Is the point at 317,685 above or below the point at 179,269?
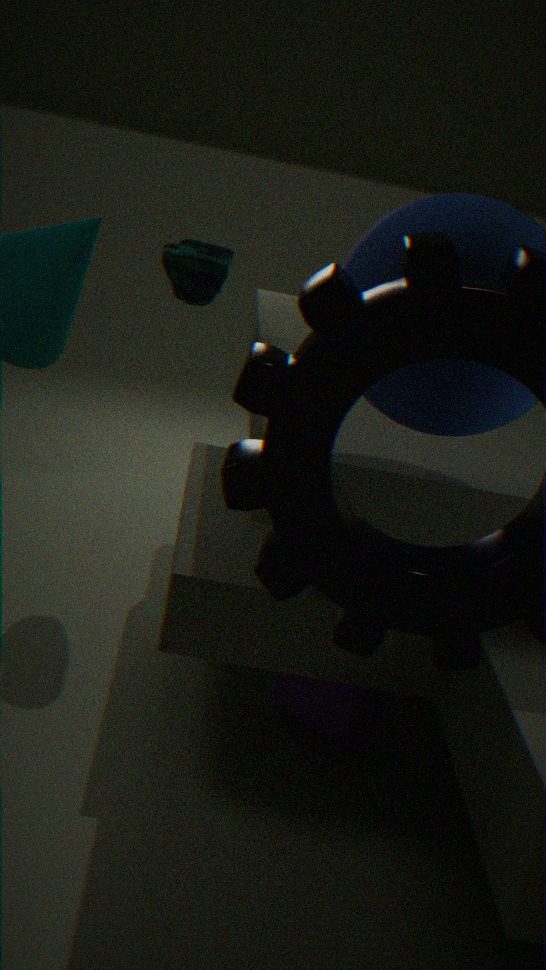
below
